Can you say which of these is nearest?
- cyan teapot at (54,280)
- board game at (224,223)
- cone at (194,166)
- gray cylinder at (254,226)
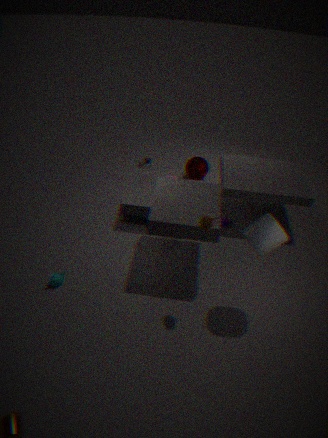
gray cylinder at (254,226)
